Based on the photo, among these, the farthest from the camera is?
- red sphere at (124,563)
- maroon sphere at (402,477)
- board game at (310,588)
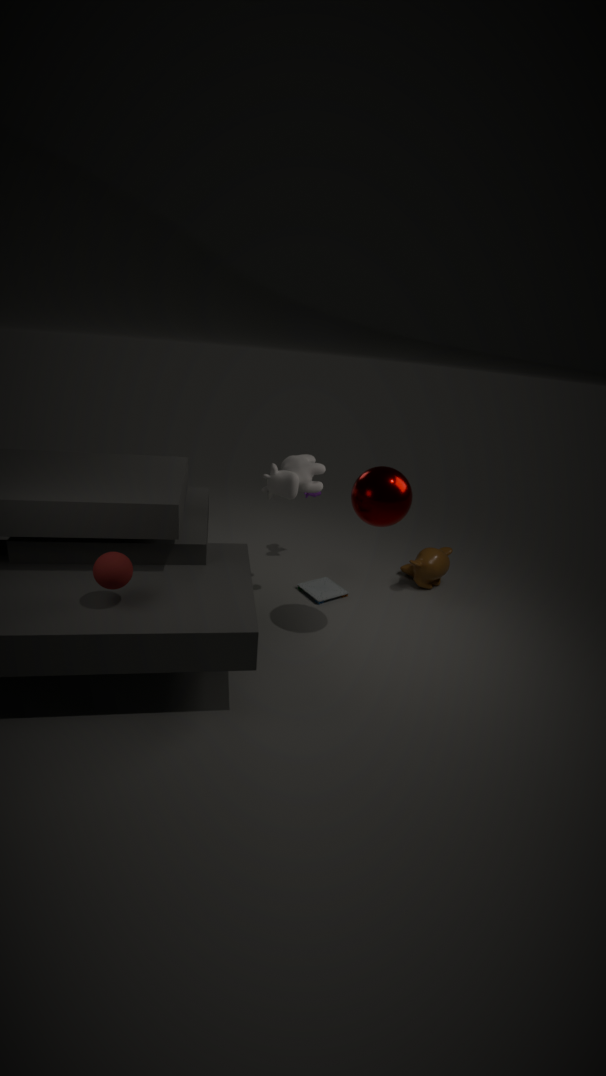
board game at (310,588)
